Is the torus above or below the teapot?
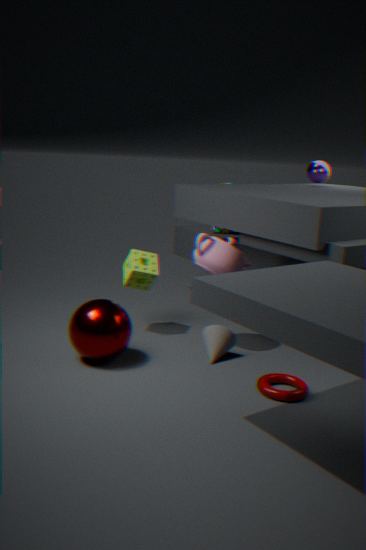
below
